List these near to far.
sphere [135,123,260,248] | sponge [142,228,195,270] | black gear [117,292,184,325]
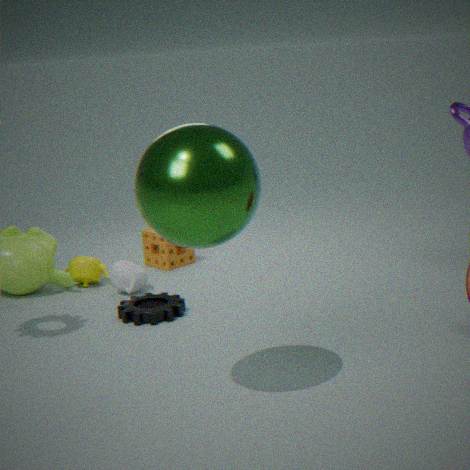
sphere [135,123,260,248], black gear [117,292,184,325], sponge [142,228,195,270]
